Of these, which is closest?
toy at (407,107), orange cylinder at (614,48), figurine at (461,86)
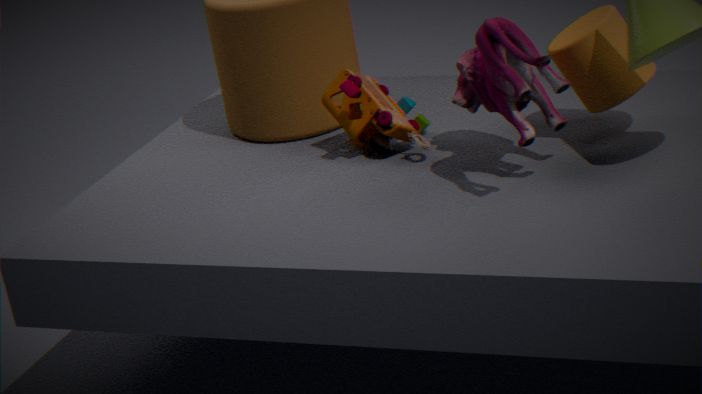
figurine at (461,86)
